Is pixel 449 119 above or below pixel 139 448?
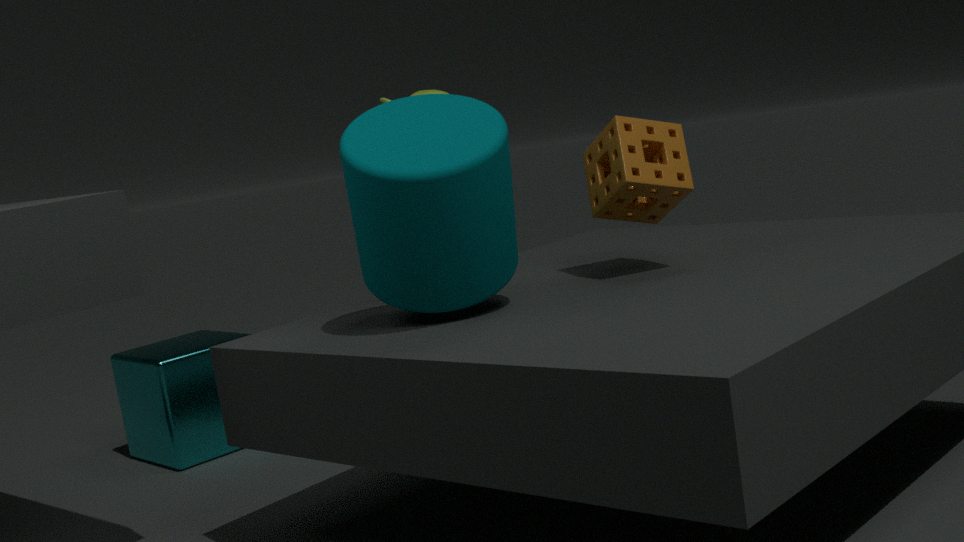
above
